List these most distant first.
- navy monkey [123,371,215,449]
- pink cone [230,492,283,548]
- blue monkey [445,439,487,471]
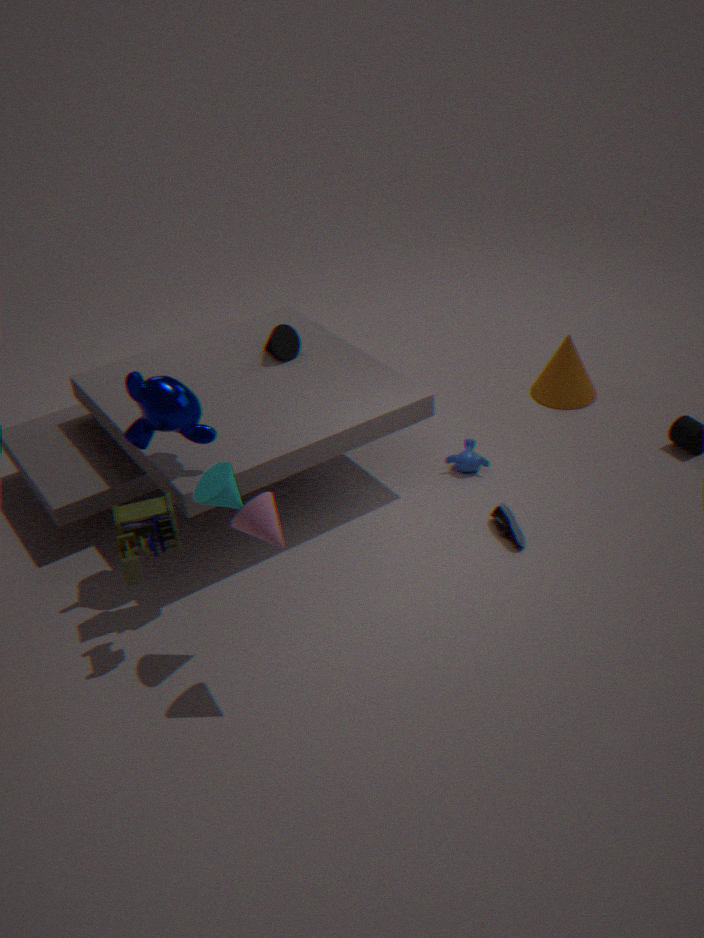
blue monkey [445,439,487,471]
navy monkey [123,371,215,449]
pink cone [230,492,283,548]
